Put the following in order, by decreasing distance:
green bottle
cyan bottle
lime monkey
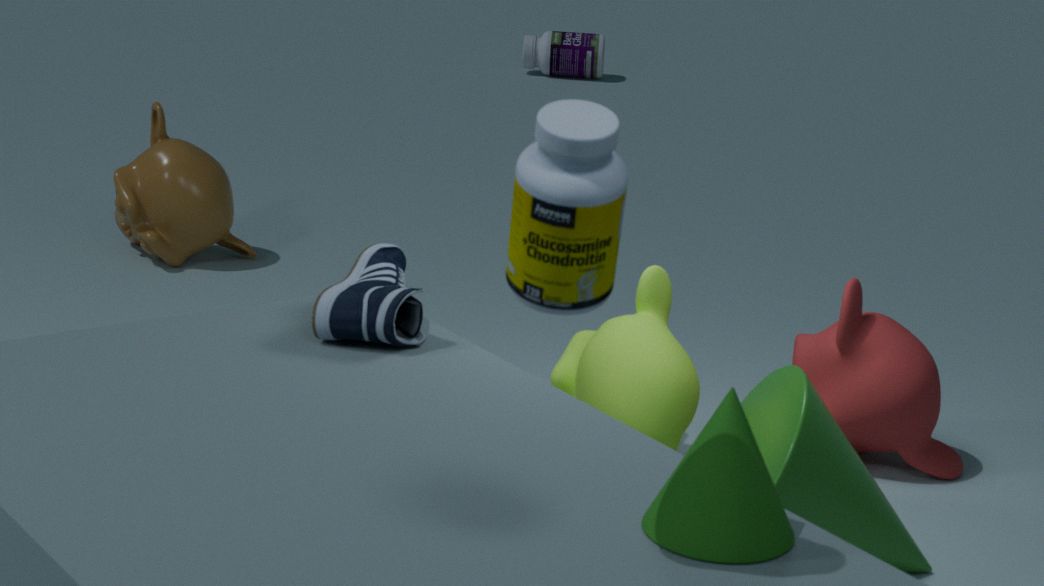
cyan bottle < lime monkey < green bottle
